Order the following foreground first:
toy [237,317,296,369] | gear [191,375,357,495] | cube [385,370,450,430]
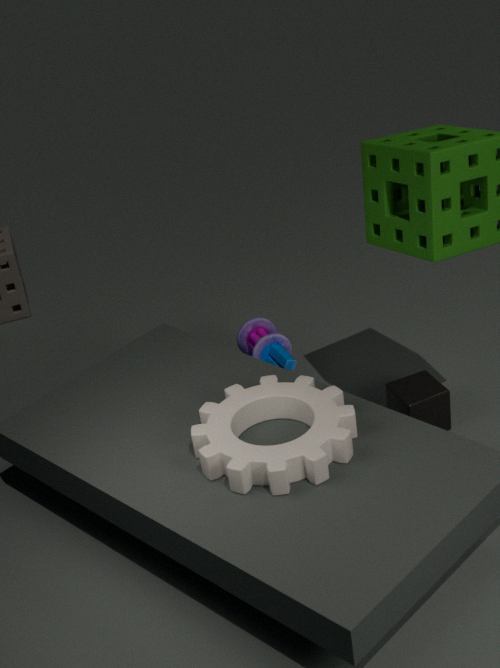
gear [191,375,357,495] → cube [385,370,450,430] → toy [237,317,296,369]
